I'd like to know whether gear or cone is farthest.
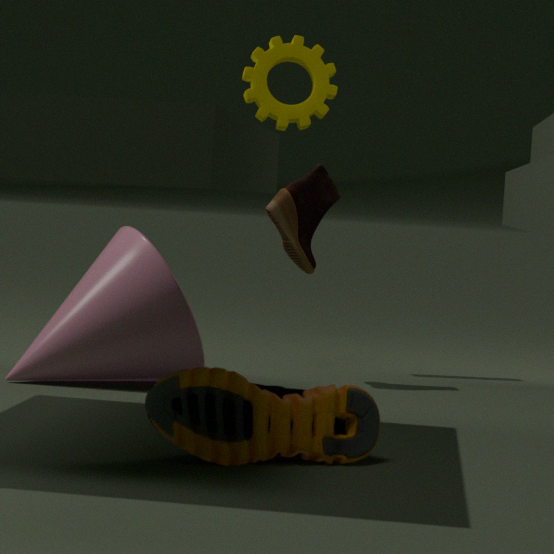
gear
